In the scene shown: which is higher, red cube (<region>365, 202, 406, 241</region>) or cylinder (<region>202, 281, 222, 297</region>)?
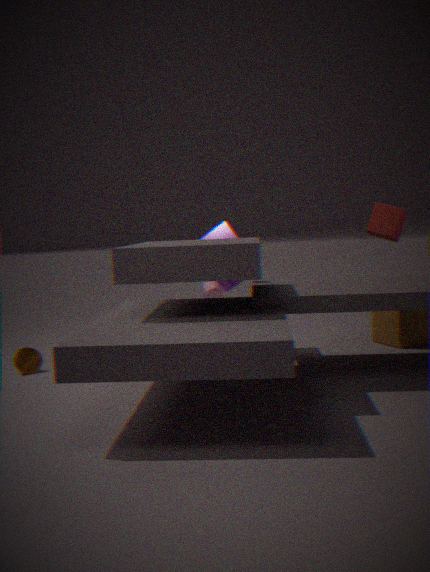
red cube (<region>365, 202, 406, 241</region>)
